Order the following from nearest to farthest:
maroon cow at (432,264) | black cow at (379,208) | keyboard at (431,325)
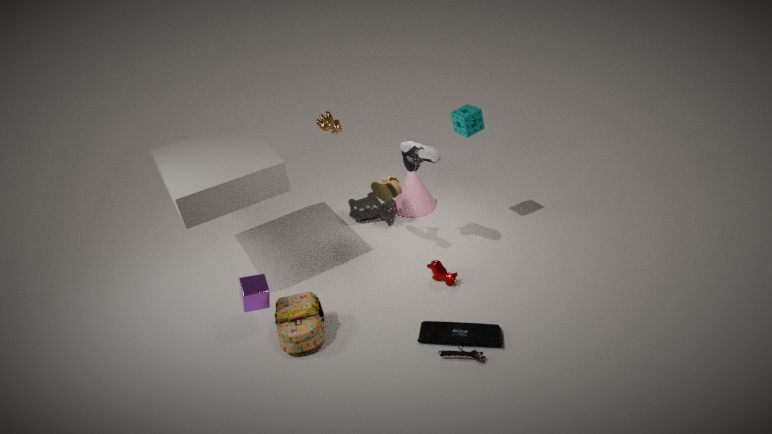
keyboard at (431,325) < maroon cow at (432,264) < black cow at (379,208)
